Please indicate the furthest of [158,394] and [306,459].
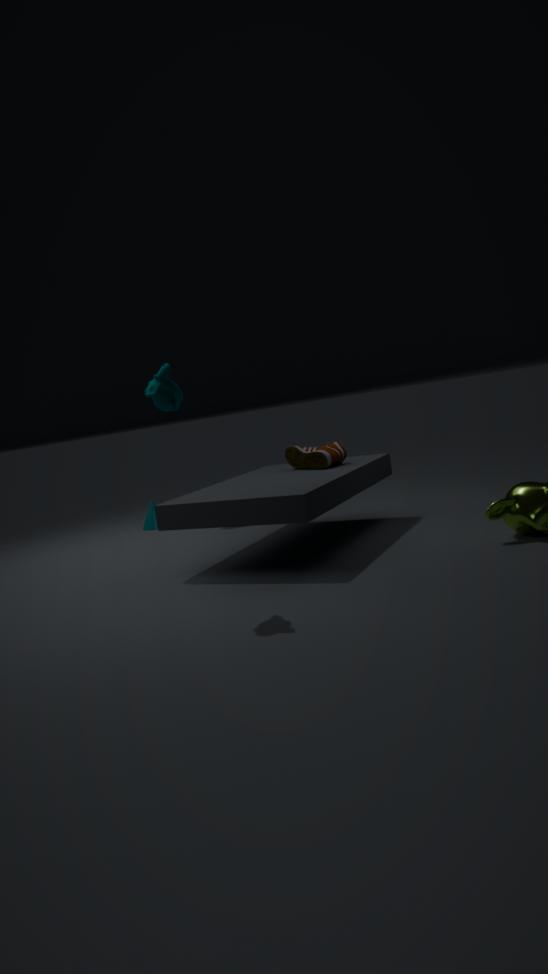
[306,459]
